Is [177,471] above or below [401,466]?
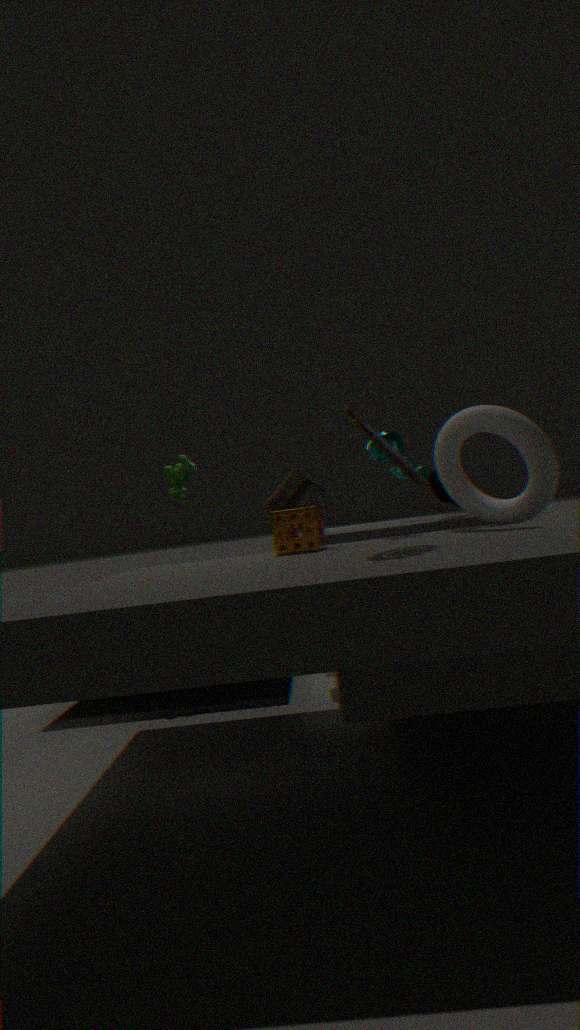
above
